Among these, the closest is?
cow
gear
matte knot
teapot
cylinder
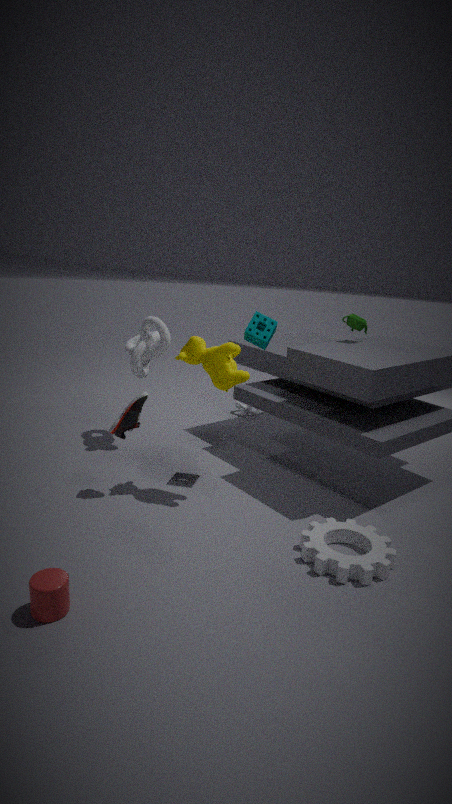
cylinder
